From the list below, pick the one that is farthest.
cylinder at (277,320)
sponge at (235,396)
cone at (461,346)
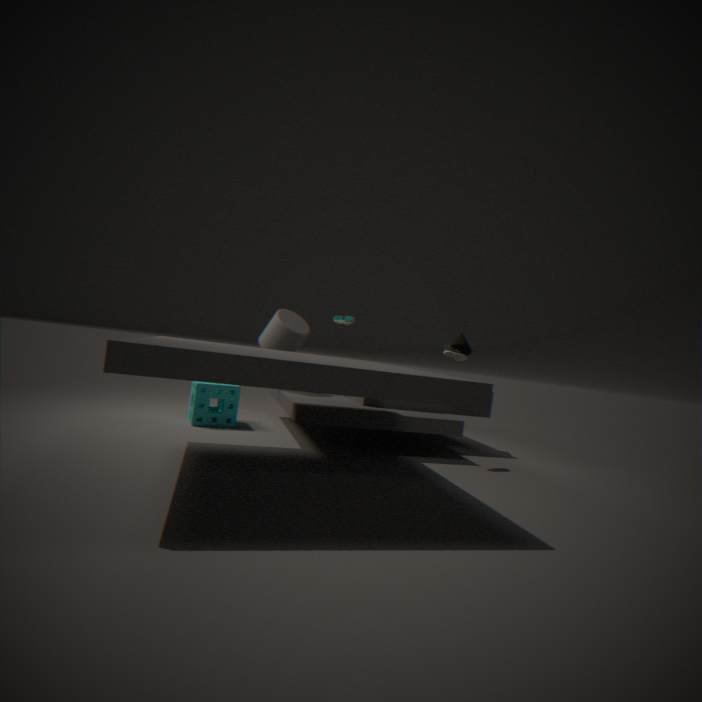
cone at (461,346)
